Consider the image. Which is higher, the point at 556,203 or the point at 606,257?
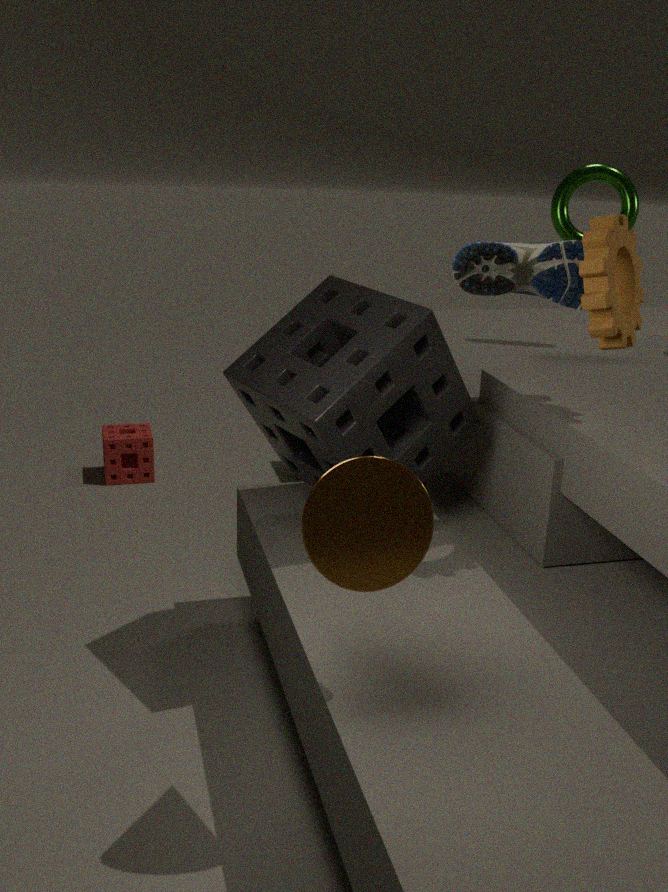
the point at 556,203
